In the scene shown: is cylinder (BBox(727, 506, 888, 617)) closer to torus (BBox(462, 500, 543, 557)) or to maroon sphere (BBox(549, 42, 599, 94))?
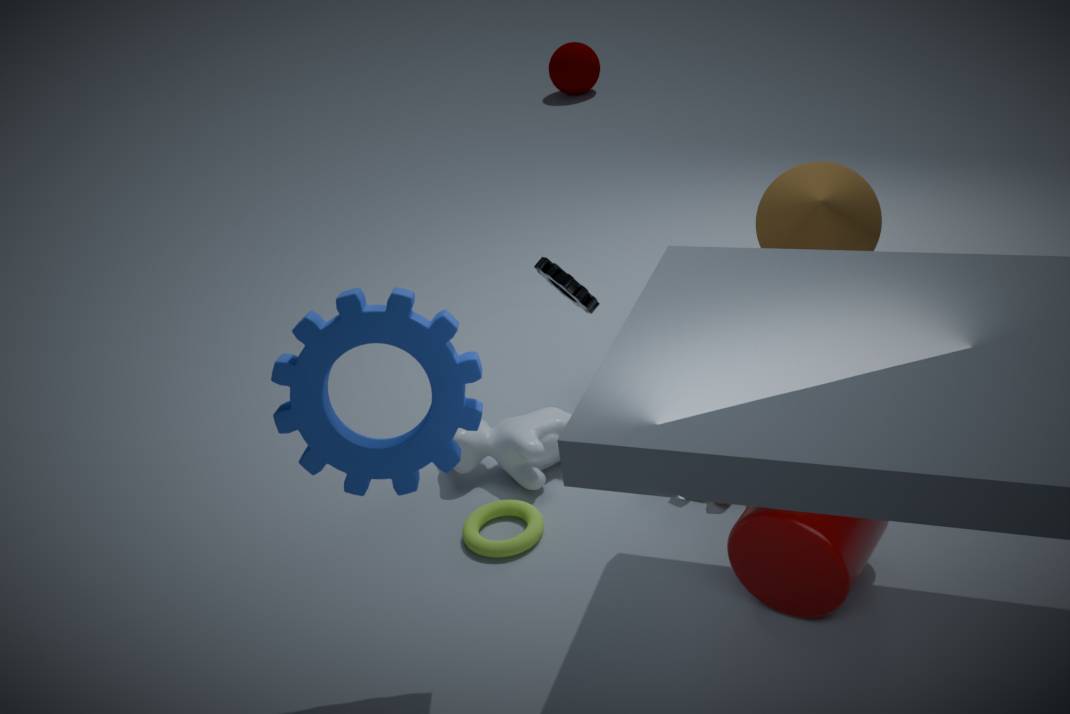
torus (BBox(462, 500, 543, 557))
